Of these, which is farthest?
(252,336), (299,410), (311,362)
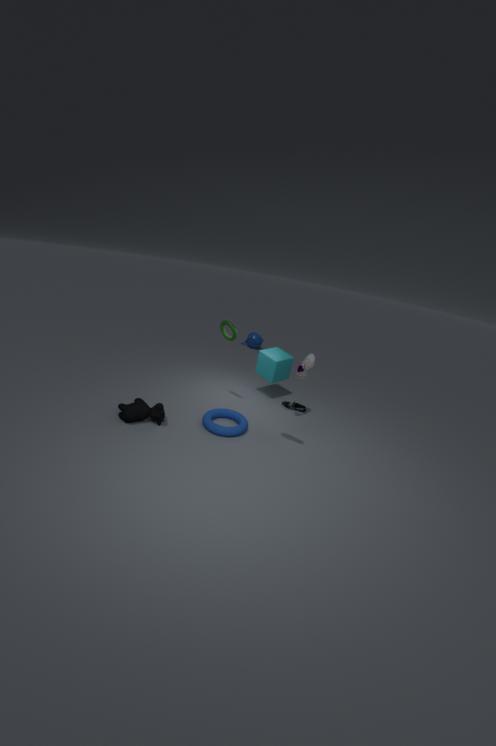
(252,336)
